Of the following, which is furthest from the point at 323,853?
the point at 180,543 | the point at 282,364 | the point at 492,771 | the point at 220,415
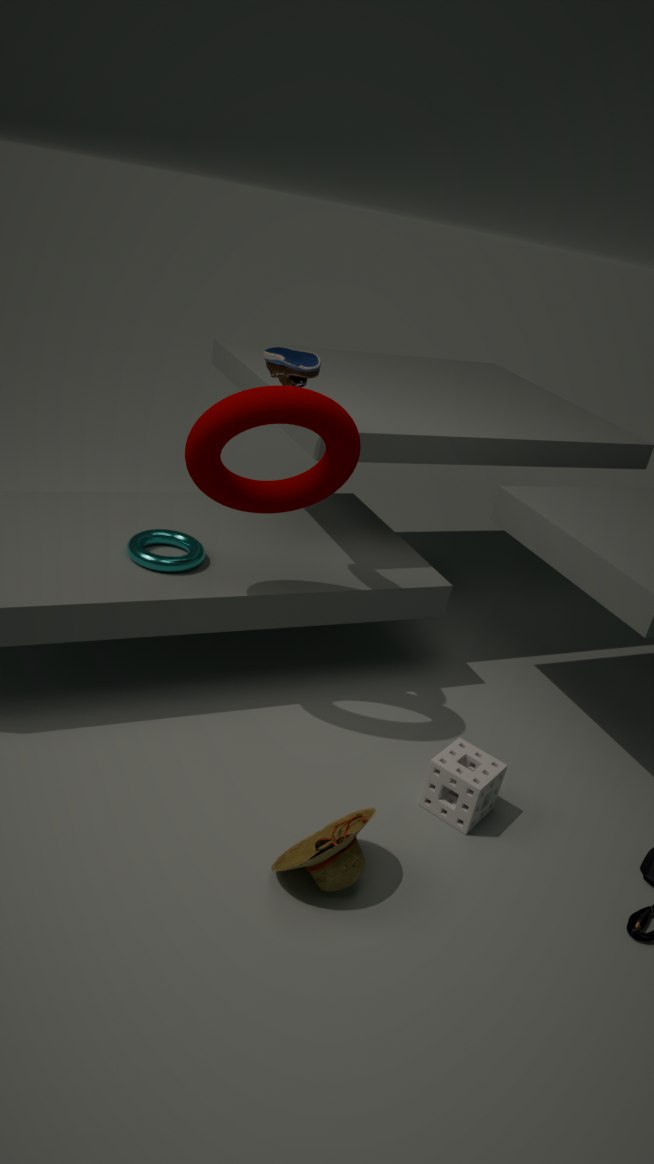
the point at 282,364
